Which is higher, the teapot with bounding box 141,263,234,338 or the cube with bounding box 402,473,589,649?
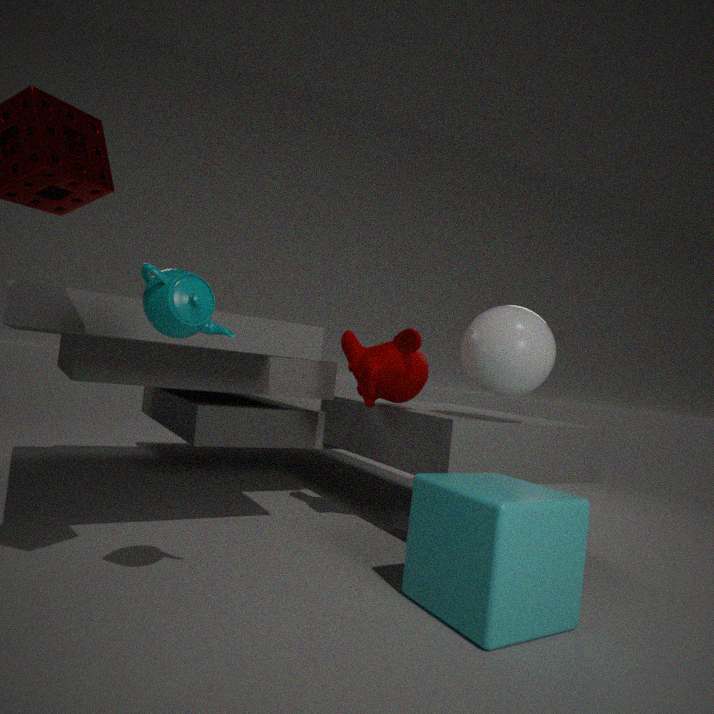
the teapot with bounding box 141,263,234,338
